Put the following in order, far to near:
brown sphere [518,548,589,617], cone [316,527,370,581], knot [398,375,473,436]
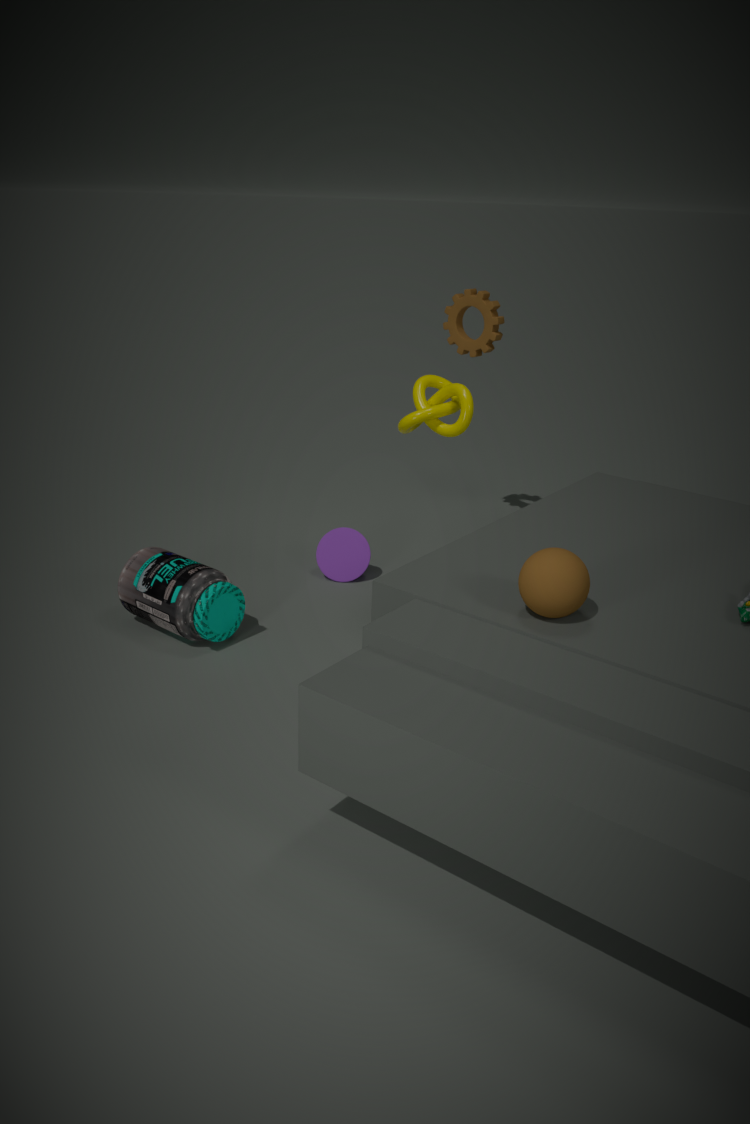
cone [316,527,370,581] < knot [398,375,473,436] < brown sphere [518,548,589,617]
